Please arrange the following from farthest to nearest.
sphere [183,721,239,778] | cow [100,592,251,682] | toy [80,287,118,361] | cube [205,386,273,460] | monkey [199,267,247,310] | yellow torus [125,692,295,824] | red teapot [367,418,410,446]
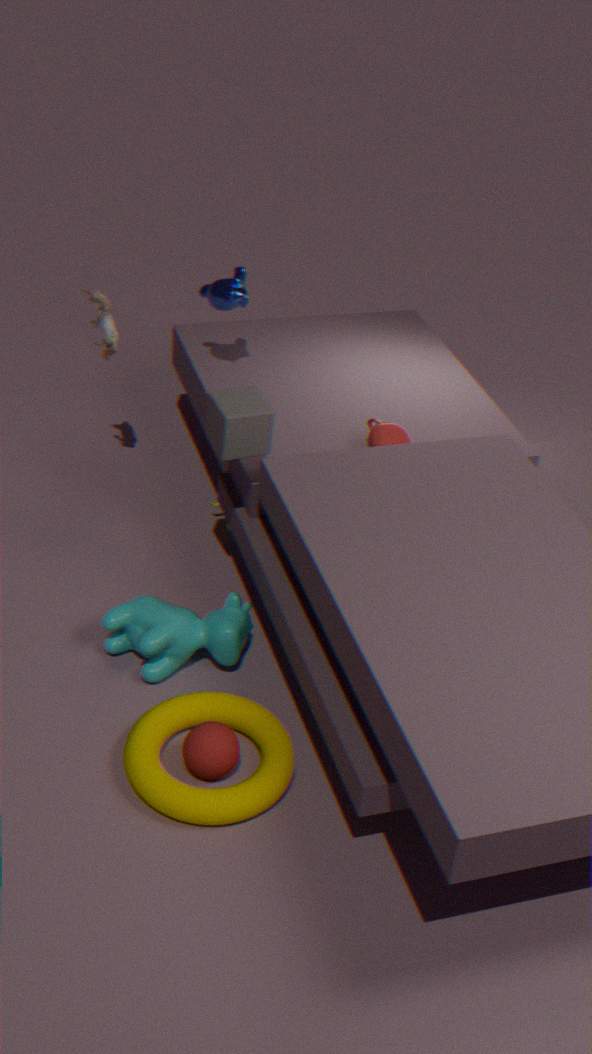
monkey [199,267,247,310], toy [80,287,118,361], red teapot [367,418,410,446], cow [100,592,251,682], cube [205,386,273,460], sphere [183,721,239,778], yellow torus [125,692,295,824]
